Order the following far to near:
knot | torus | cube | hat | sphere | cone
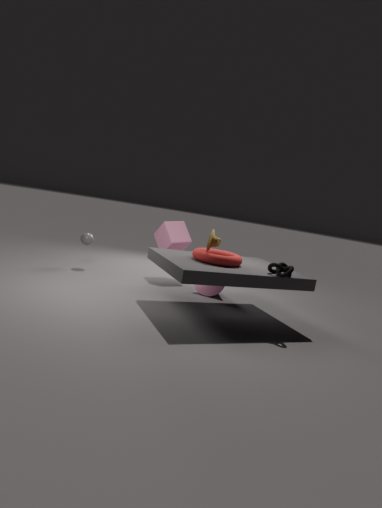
cube < sphere < cone < hat < torus < knot
